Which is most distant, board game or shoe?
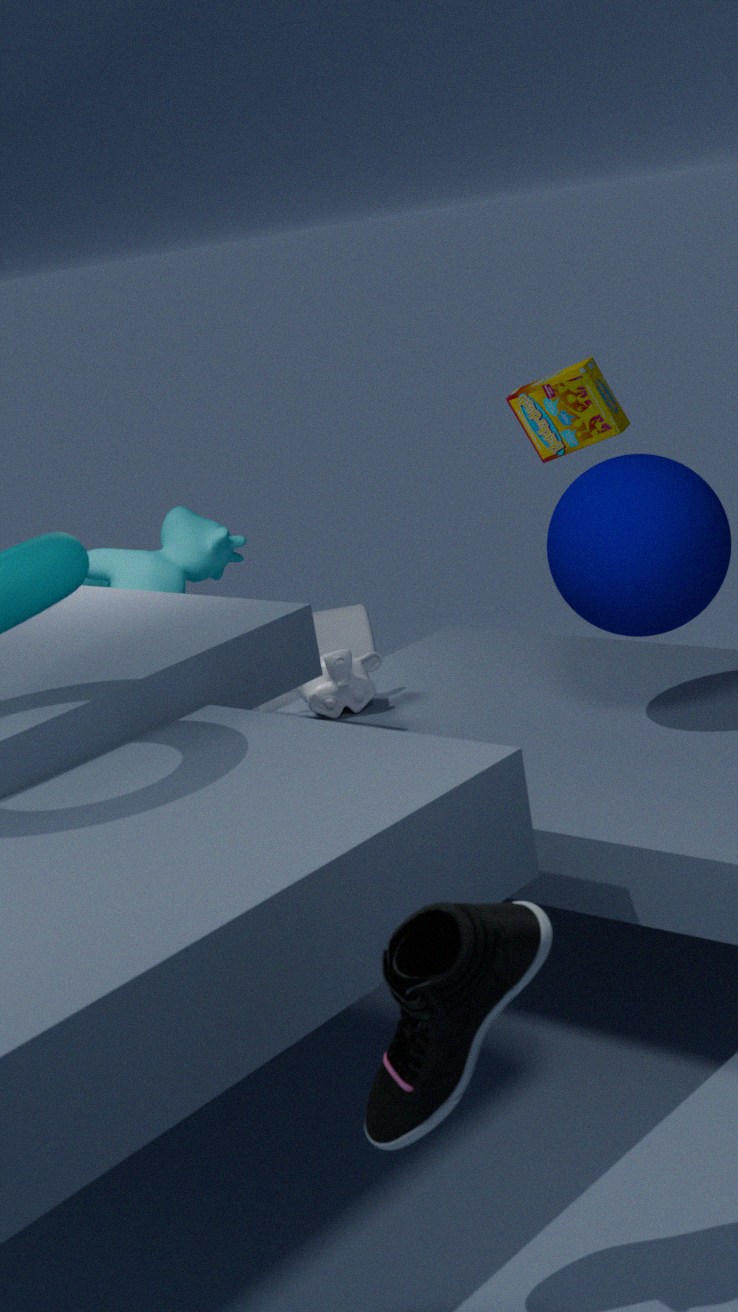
board game
